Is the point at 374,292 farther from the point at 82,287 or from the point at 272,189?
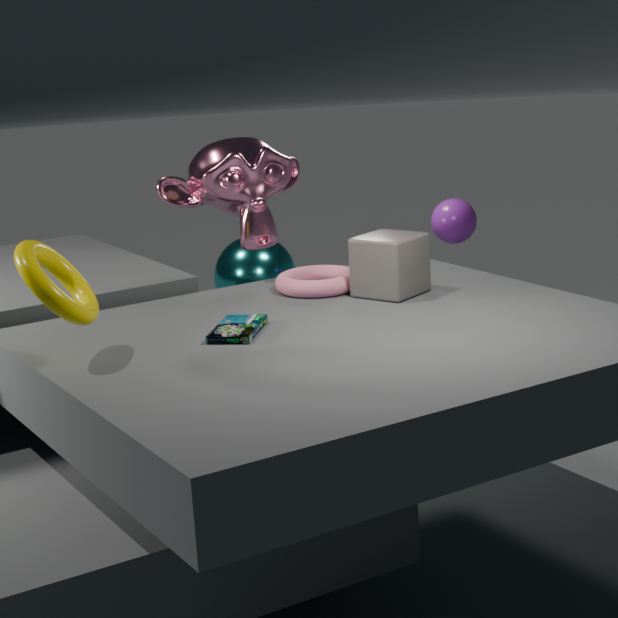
the point at 82,287
